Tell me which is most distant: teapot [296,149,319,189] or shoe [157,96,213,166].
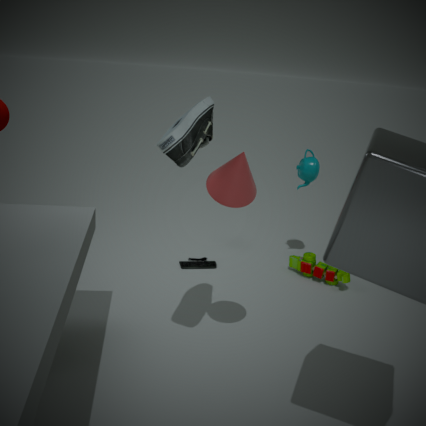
teapot [296,149,319,189]
